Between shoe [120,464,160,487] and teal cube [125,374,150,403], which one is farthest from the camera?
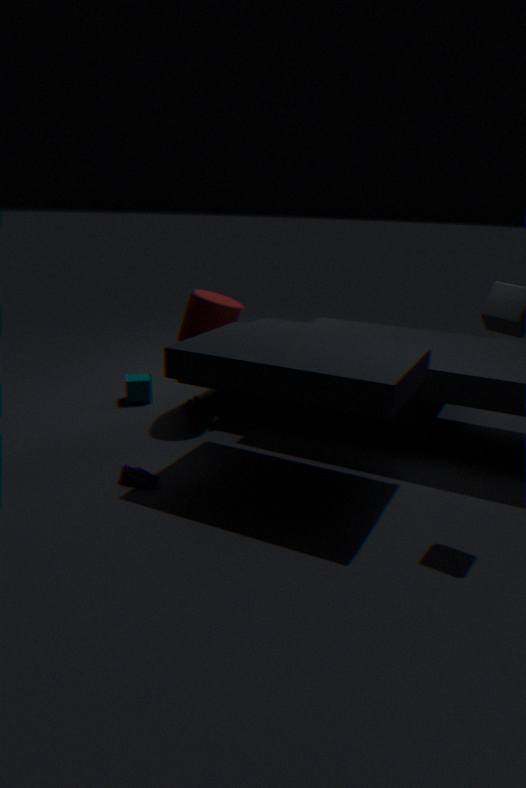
teal cube [125,374,150,403]
